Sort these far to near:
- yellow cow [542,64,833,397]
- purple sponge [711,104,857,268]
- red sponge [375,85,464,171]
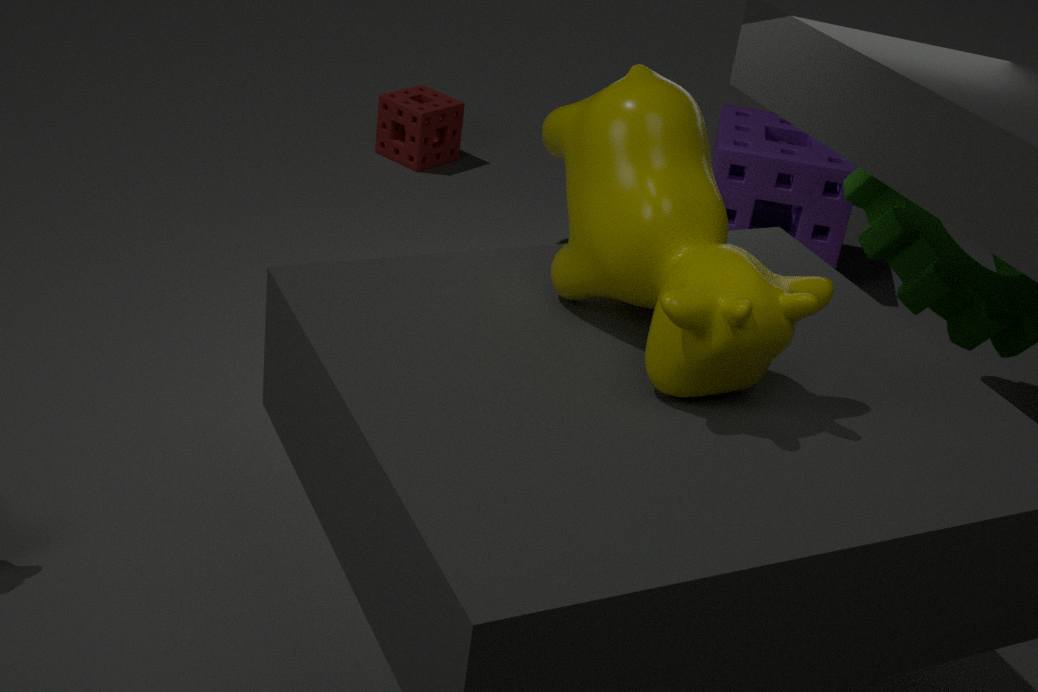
1. red sponge [375,85,464,171]
2. purple sponge [711,104,857,268]
3. yellow cow [542,64,833,397]
